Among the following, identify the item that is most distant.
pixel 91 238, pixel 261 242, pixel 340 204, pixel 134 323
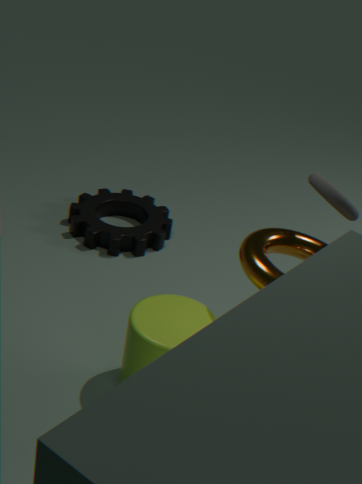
pixel 91 238
